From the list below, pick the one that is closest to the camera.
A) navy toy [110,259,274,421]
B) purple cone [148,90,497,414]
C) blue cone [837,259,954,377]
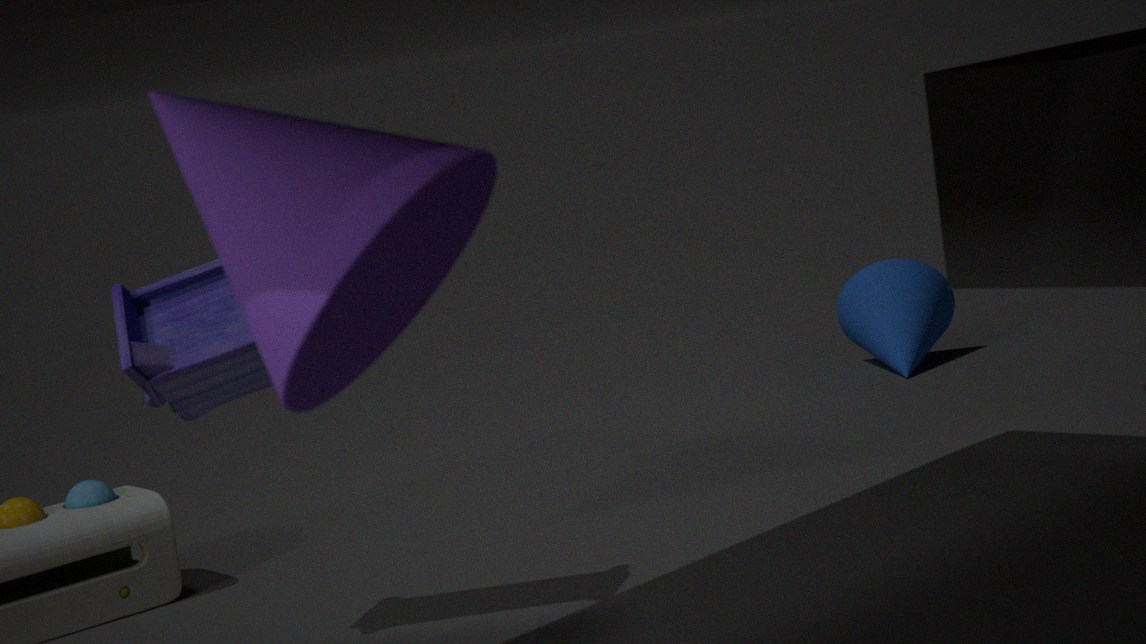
purple cone [148,90,497,414]
